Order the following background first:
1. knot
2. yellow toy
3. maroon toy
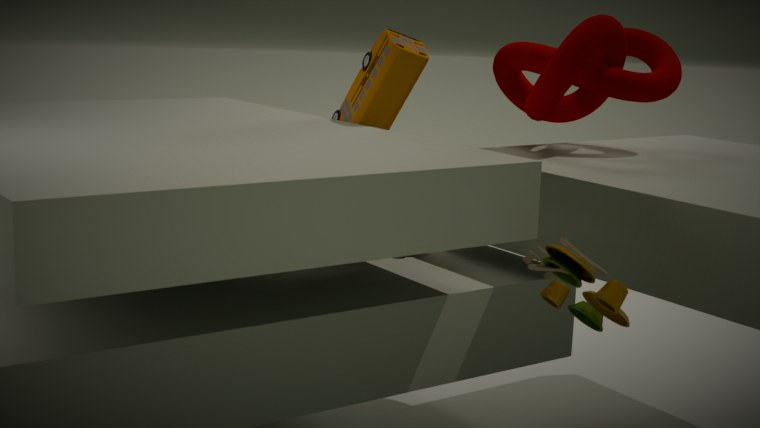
maroon toy → knot → yellow toy
